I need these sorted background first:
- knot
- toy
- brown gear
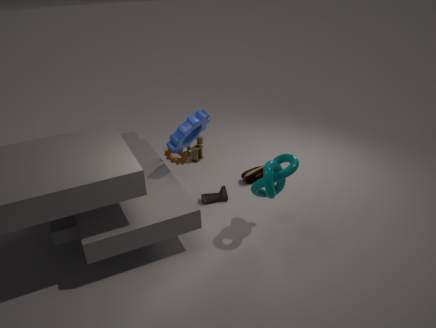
toy < brown gear < knot
